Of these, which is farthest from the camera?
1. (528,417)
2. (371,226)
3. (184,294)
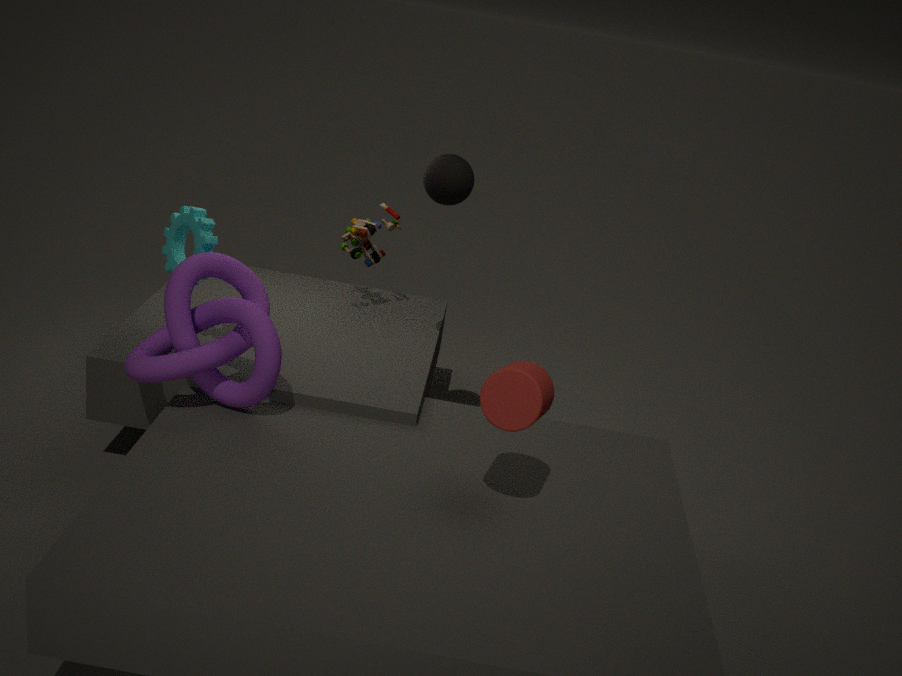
(371,226)
